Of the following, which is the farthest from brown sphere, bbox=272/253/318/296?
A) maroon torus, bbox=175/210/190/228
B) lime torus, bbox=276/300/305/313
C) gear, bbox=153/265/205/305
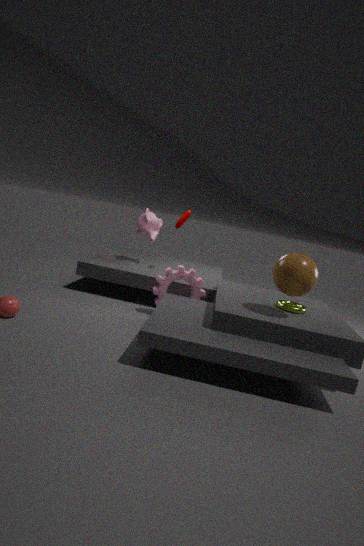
maroon torus, bbox=175/210/190/228
